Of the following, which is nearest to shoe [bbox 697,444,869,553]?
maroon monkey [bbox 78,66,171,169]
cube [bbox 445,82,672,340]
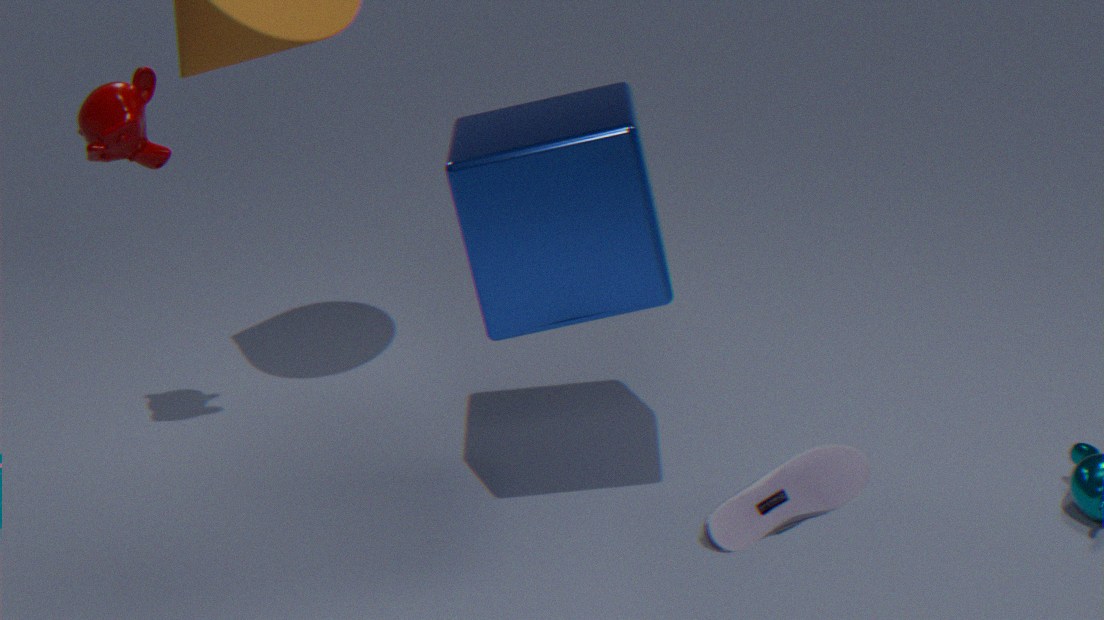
cube [bbox 445,82,672,340]
